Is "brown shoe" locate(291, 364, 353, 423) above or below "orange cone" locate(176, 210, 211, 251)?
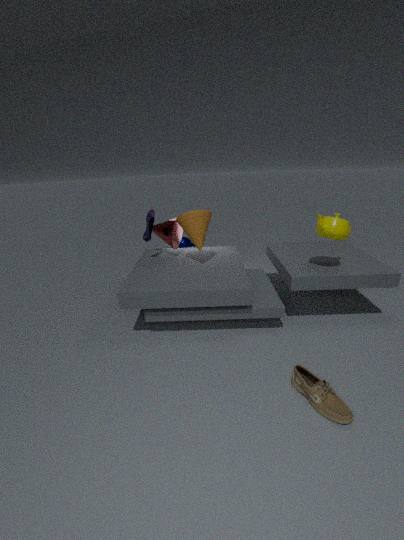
below
